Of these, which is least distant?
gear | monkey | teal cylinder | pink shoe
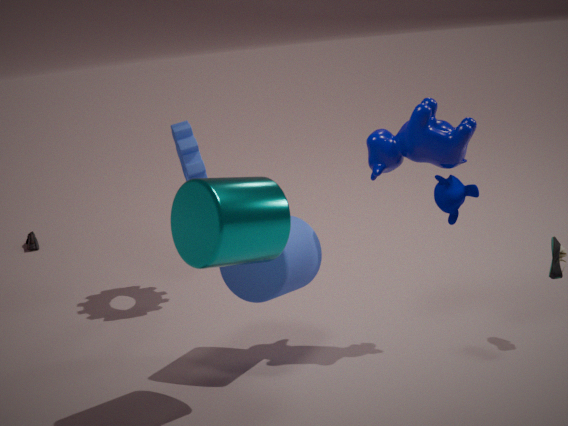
teal cylinder
